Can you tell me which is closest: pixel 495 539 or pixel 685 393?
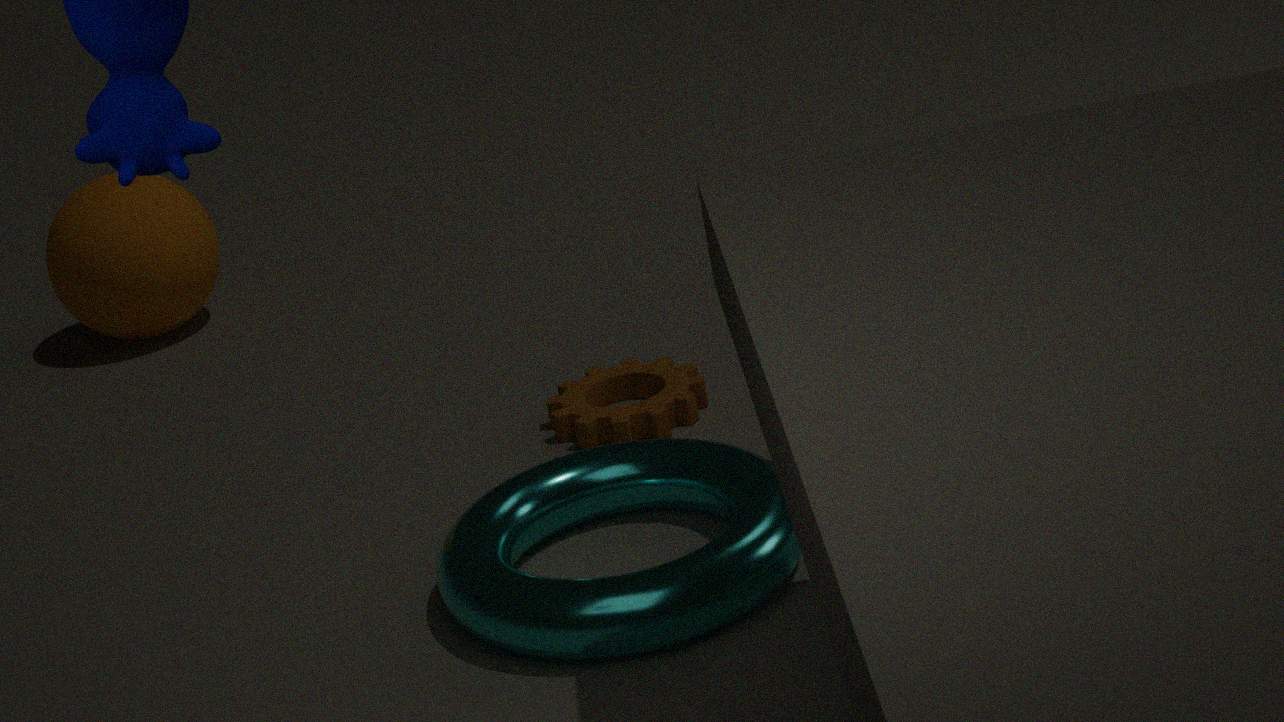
pixel 495 539
